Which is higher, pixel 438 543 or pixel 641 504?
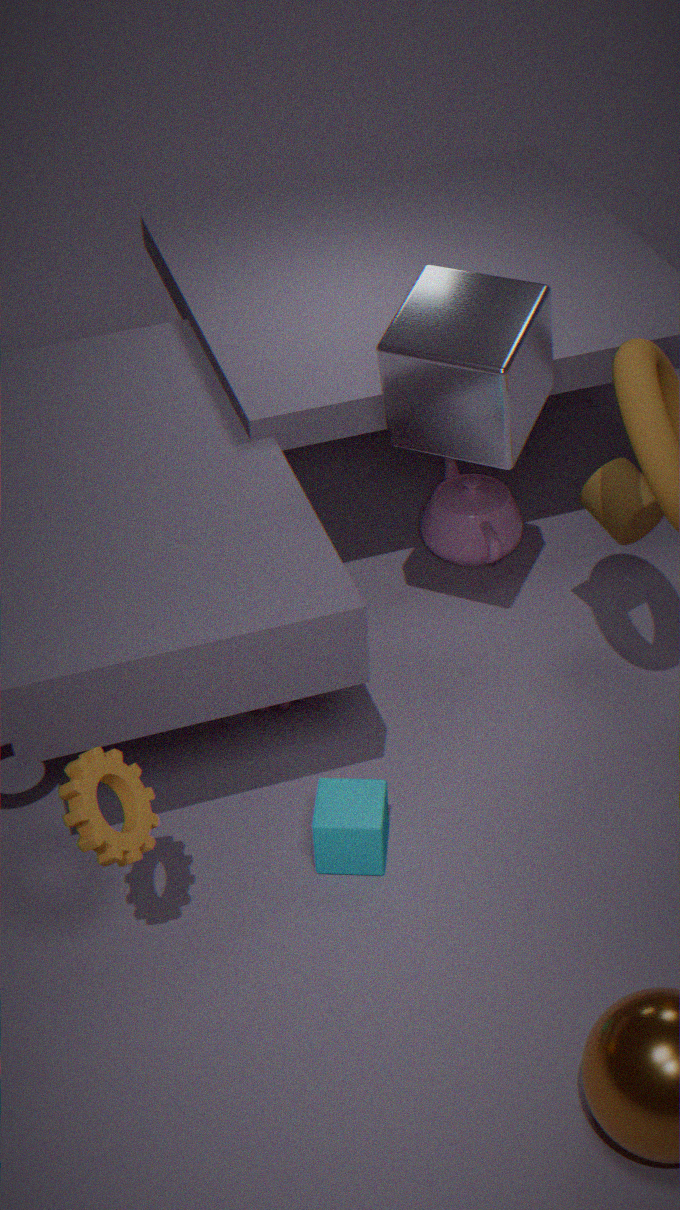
pixel 641 504
